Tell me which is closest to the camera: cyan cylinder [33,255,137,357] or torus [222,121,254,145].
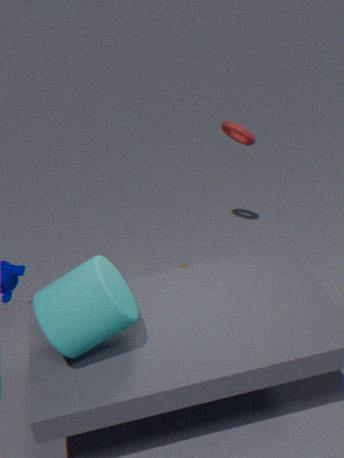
cyan cylinder [33,255,137,357]
